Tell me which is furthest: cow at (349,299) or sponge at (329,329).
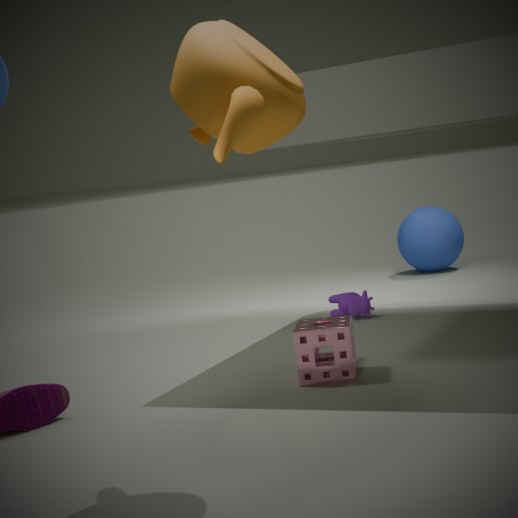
cow at (349,299)
